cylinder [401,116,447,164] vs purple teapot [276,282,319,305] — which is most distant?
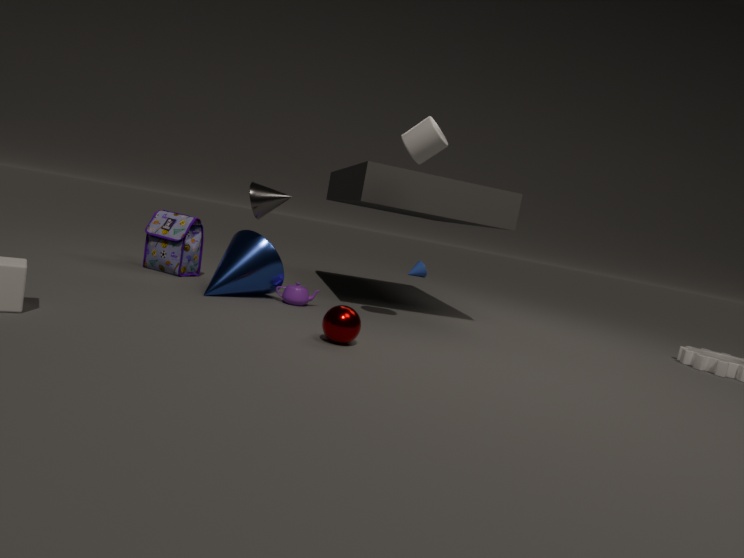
purple teapot [276,282,319,305]
